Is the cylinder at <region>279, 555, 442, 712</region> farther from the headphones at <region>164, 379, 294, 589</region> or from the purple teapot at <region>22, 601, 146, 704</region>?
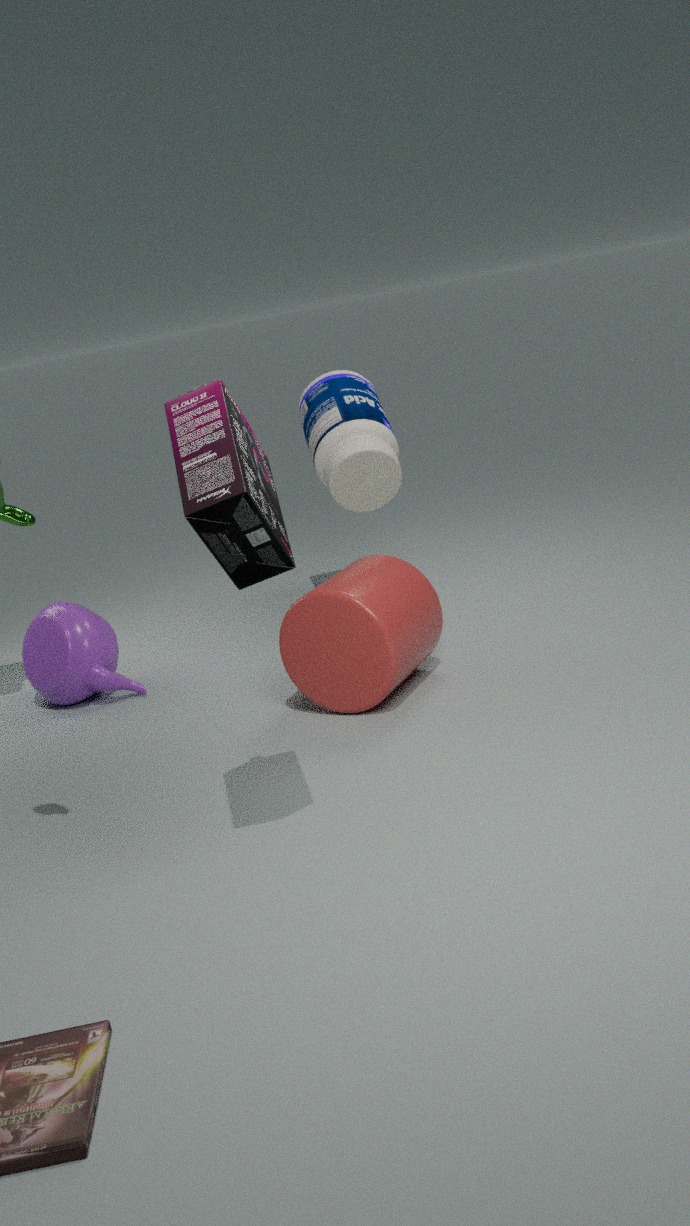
the headphones at <region>164, 379, 294, 589</region>
